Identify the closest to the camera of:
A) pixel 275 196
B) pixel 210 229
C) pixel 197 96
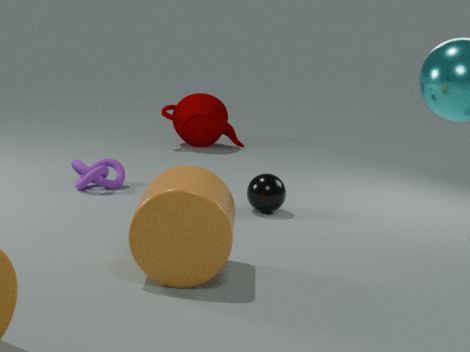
pixel 210 229
